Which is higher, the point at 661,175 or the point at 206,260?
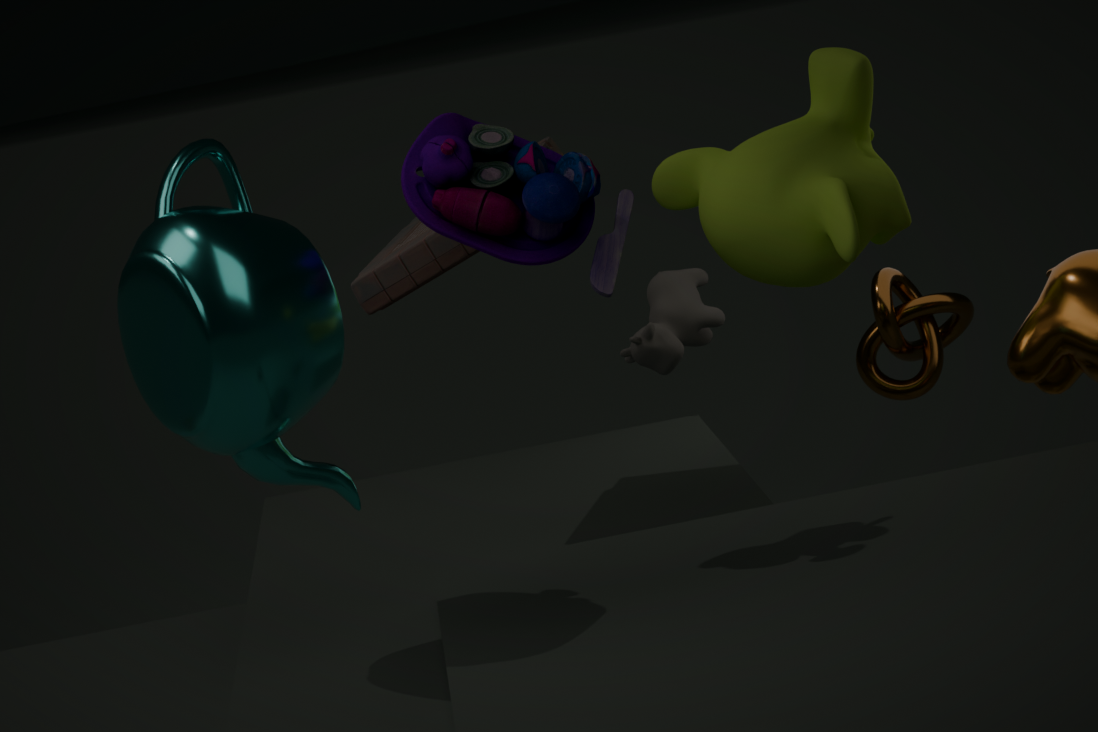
the point at 206,260
